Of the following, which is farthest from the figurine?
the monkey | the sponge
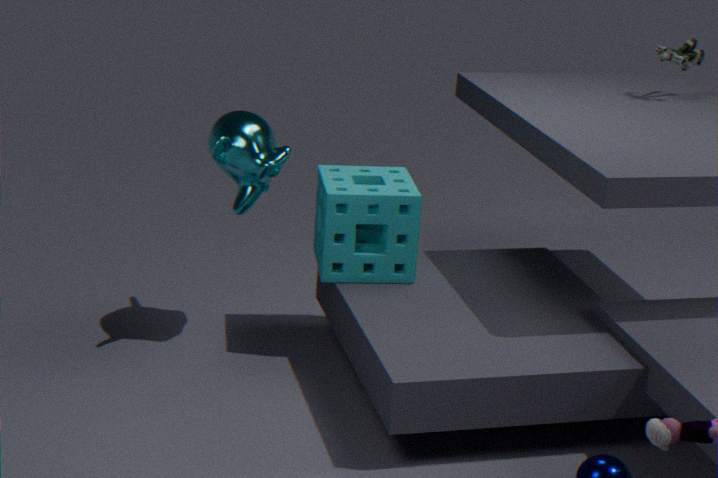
the monkey
